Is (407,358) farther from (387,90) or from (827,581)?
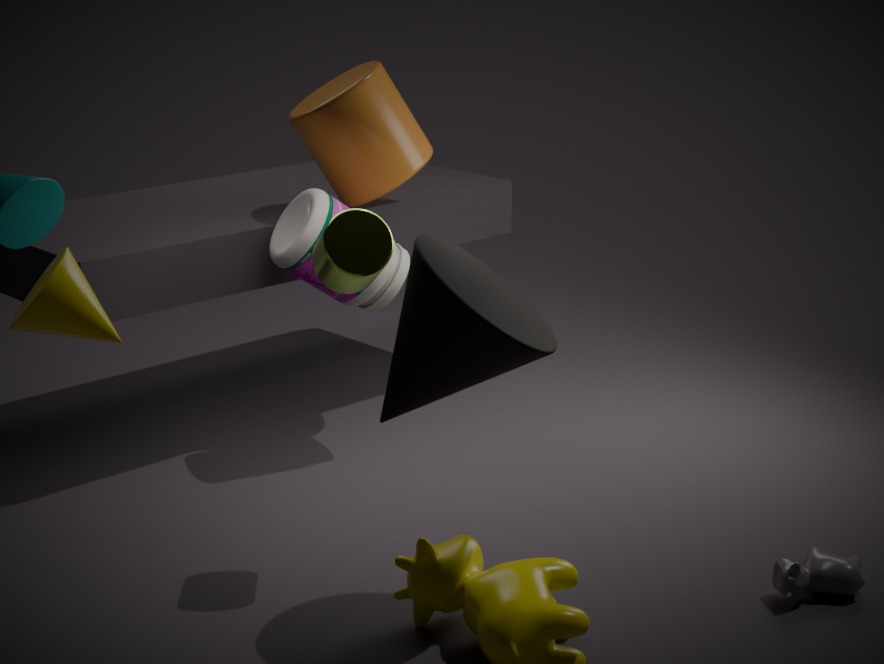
(387,90)
